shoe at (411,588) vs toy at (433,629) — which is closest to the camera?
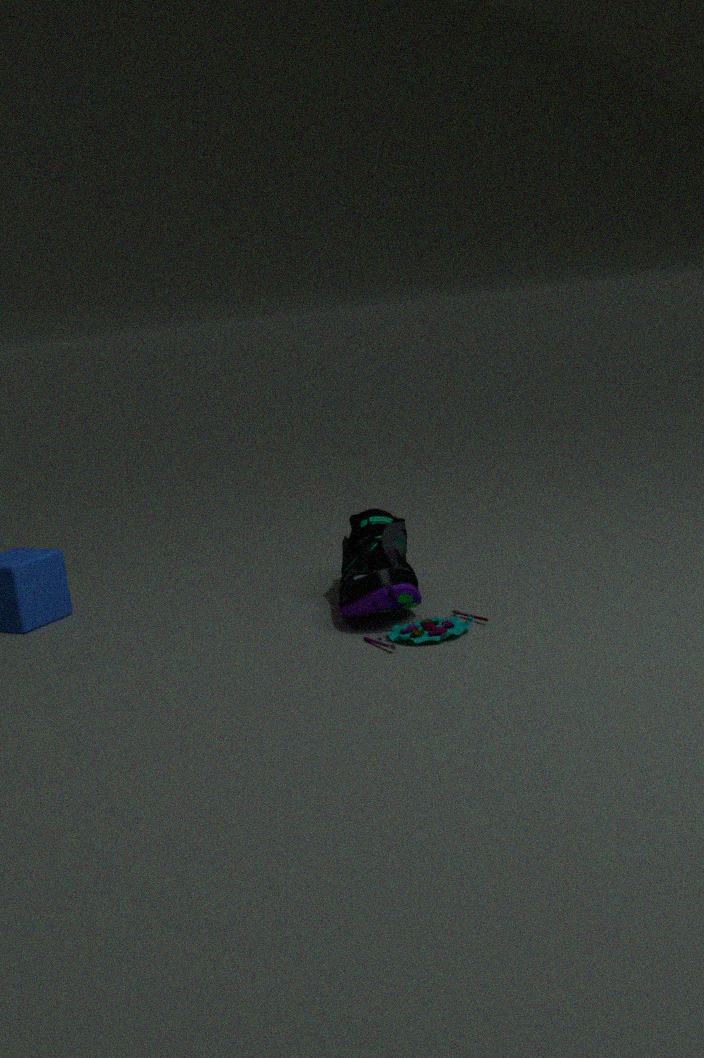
toy at (433,629)
